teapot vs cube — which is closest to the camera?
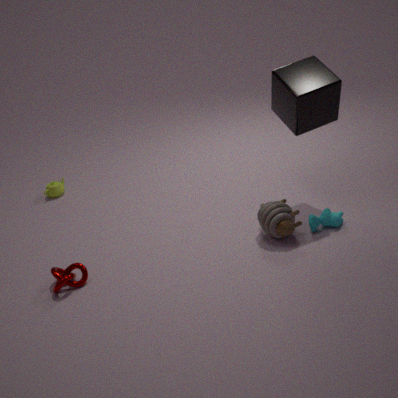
cube
